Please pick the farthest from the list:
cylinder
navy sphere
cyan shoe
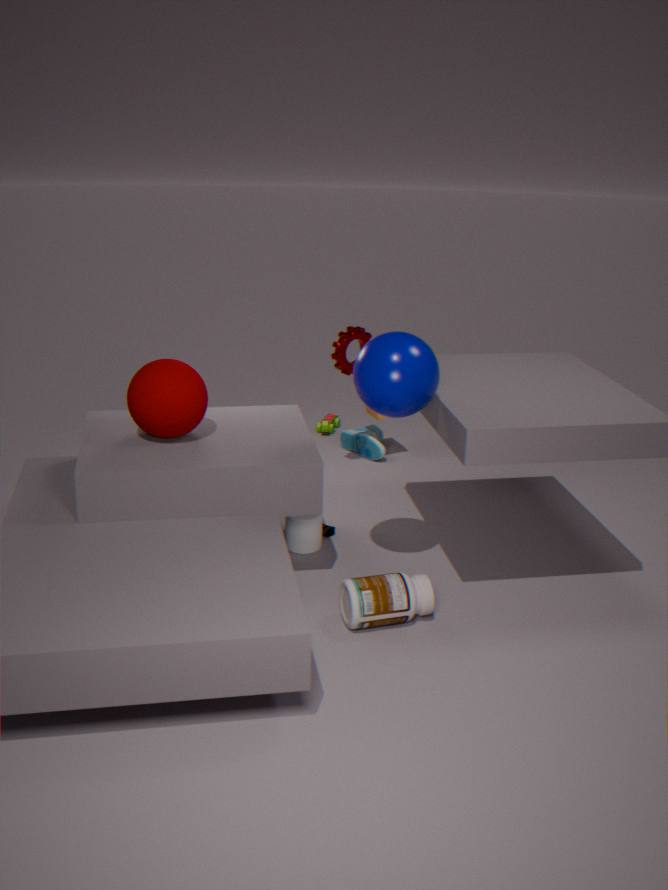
cyan shoe
